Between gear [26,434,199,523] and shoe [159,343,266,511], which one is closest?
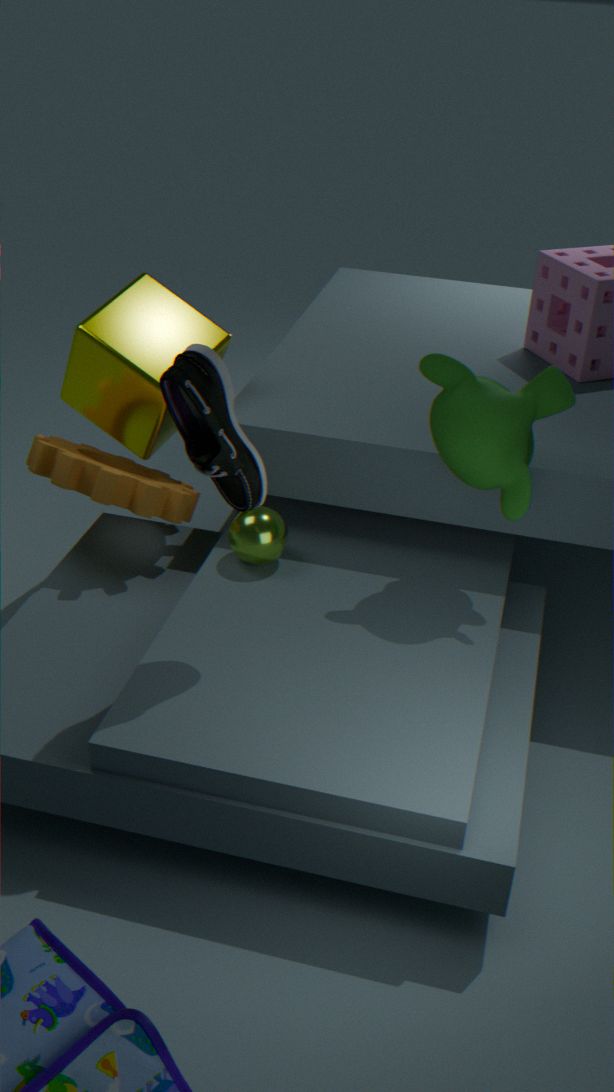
shoe [159,343,266,511]
